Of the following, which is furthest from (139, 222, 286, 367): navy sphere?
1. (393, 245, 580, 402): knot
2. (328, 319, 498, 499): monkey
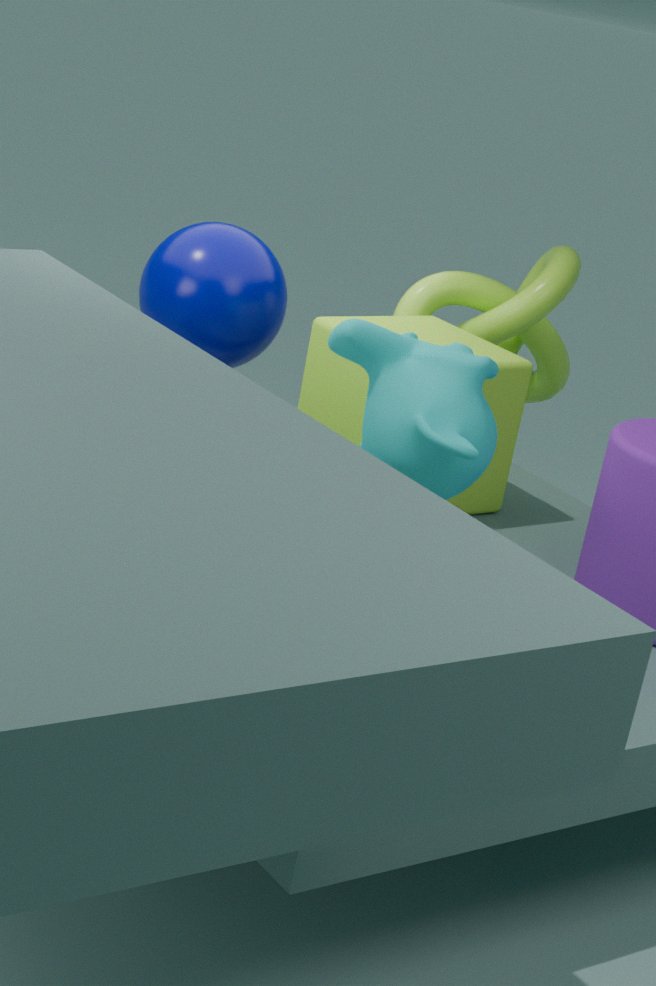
(328, 319, 498, 499): monkey
